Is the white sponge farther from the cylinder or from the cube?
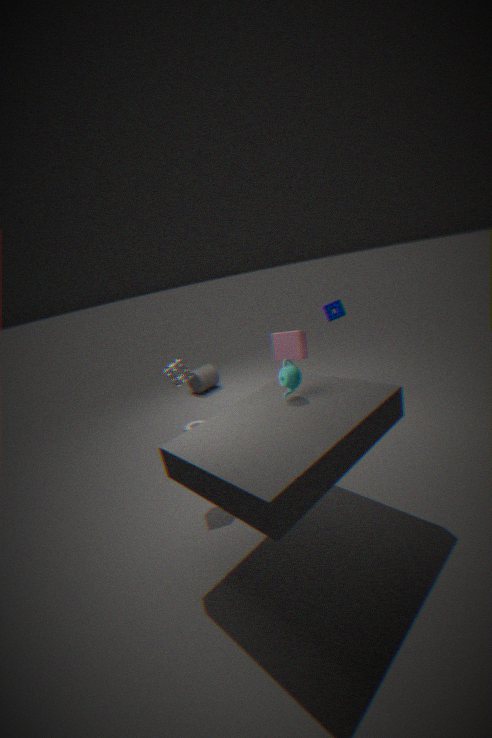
the cylinder
